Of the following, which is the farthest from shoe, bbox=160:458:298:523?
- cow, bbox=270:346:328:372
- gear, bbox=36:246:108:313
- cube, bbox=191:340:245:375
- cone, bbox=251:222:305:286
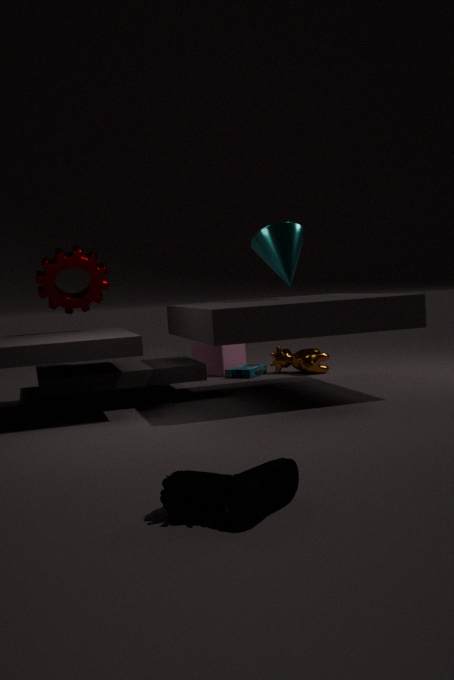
cube, bbox=191:340:245:375
